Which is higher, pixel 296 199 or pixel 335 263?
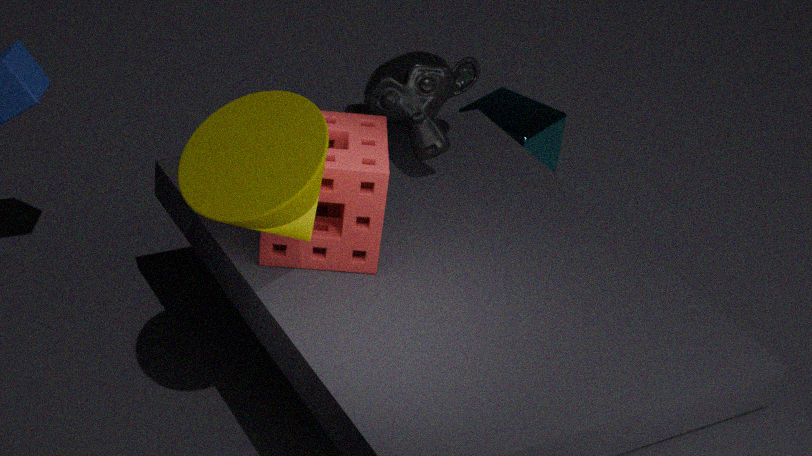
pixel 296 199
